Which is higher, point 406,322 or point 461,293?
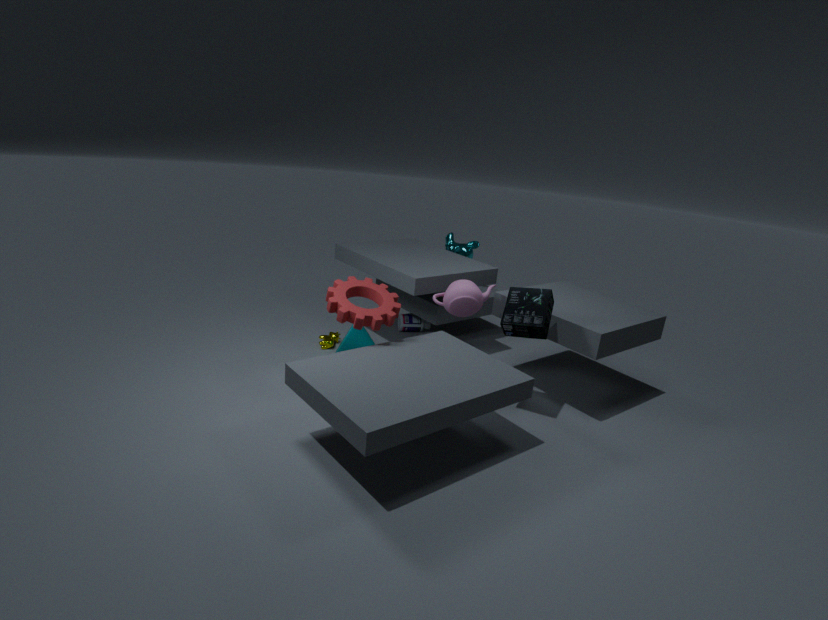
point 461,293
